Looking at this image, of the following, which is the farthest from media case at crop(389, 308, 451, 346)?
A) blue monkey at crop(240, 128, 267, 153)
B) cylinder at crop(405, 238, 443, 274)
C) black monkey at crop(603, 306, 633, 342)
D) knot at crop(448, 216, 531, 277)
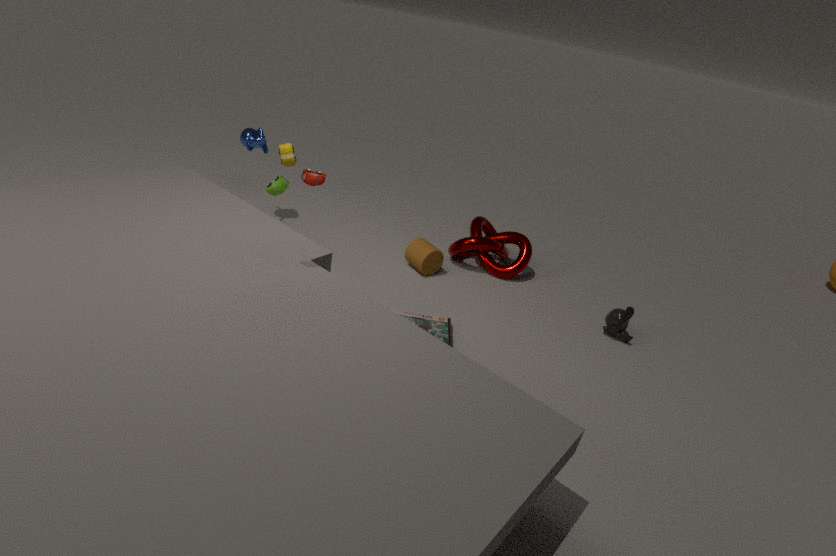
blue monkey at crop(240, 128, 267, 153)
